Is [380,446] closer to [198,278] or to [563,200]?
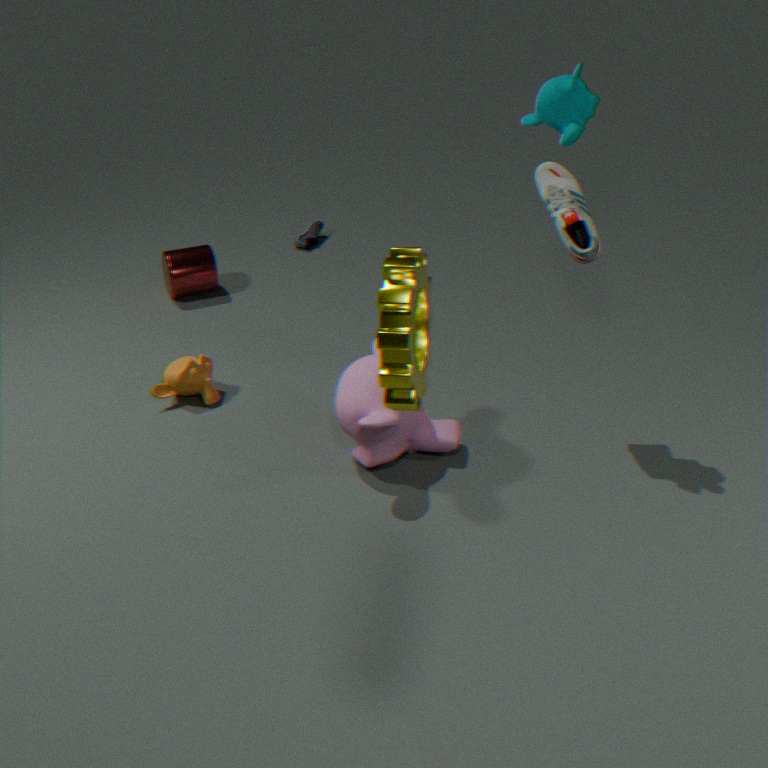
[563,200]
